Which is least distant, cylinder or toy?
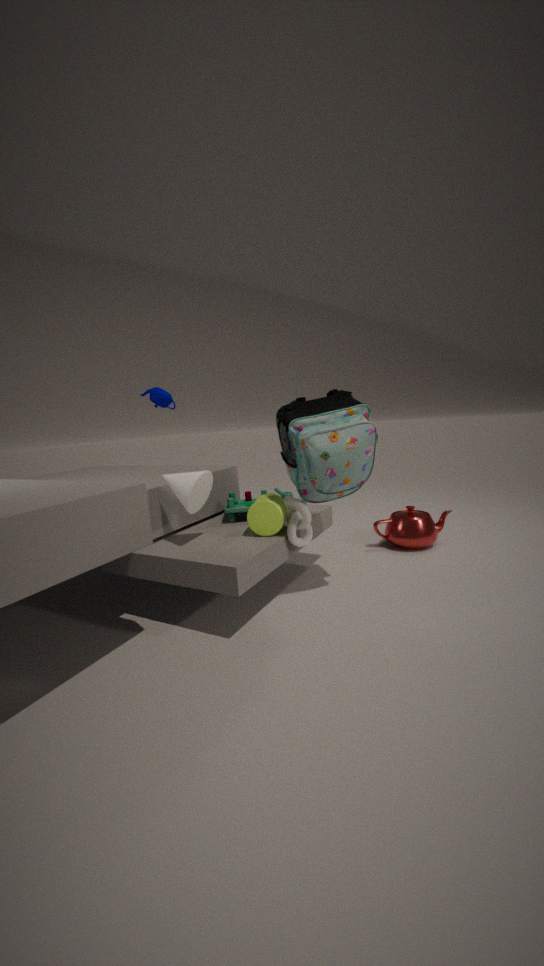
cylinder
